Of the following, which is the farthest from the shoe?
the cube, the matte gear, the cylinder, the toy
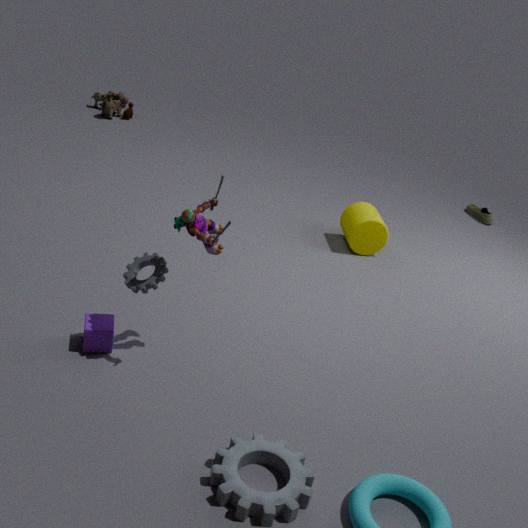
the cube
